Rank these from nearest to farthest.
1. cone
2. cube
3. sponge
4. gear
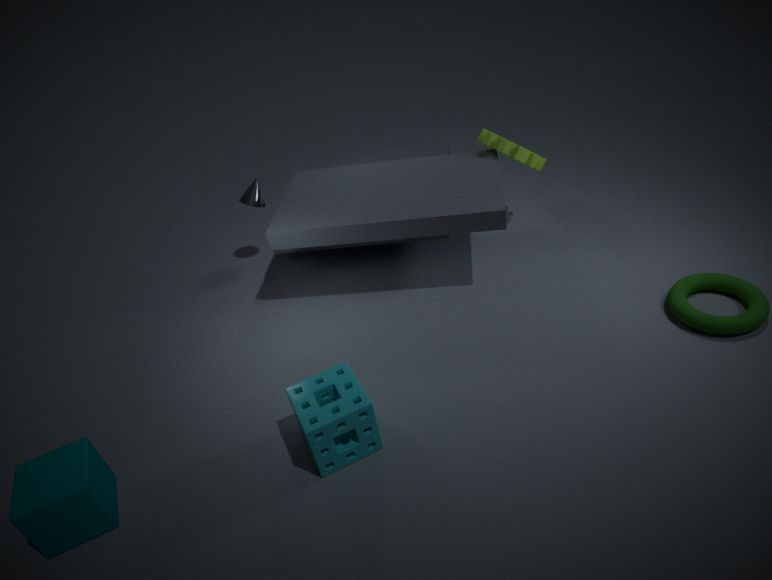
cube < sponge < gear < cone
